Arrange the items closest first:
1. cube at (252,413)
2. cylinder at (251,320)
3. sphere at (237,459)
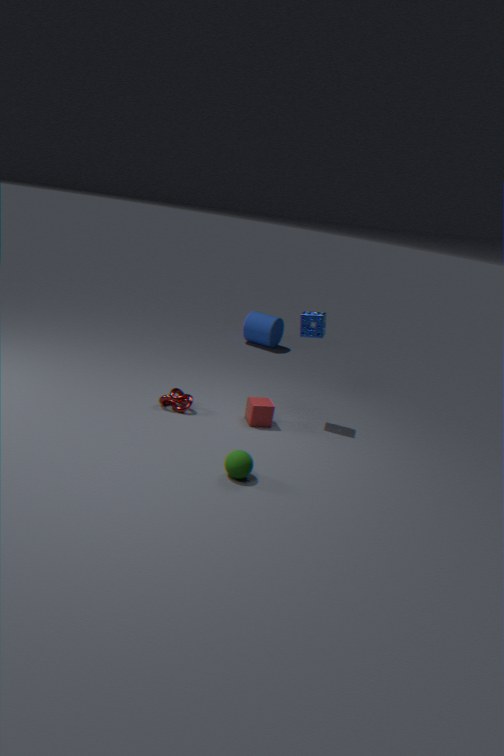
sphere at (237,459) < cube at (252,413) < cylinder at (251,320)
